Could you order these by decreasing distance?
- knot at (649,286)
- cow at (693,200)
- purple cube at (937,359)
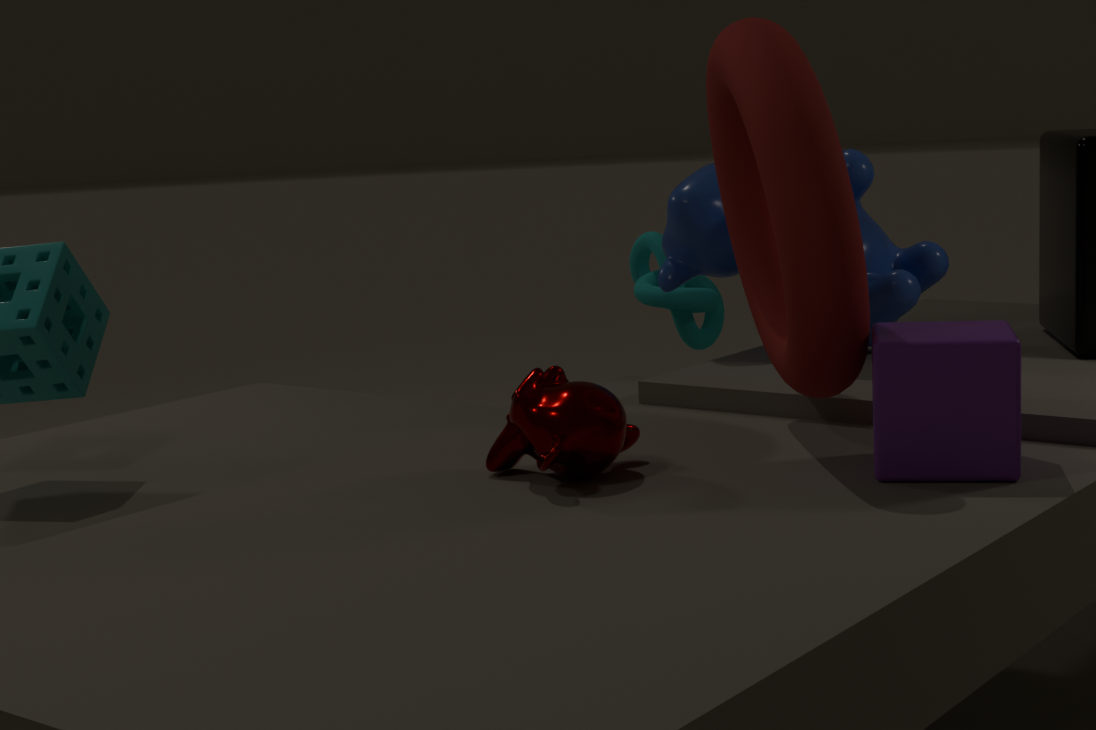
knot at (649,286) → cow at (693,200) → purple cube at (937,359)
